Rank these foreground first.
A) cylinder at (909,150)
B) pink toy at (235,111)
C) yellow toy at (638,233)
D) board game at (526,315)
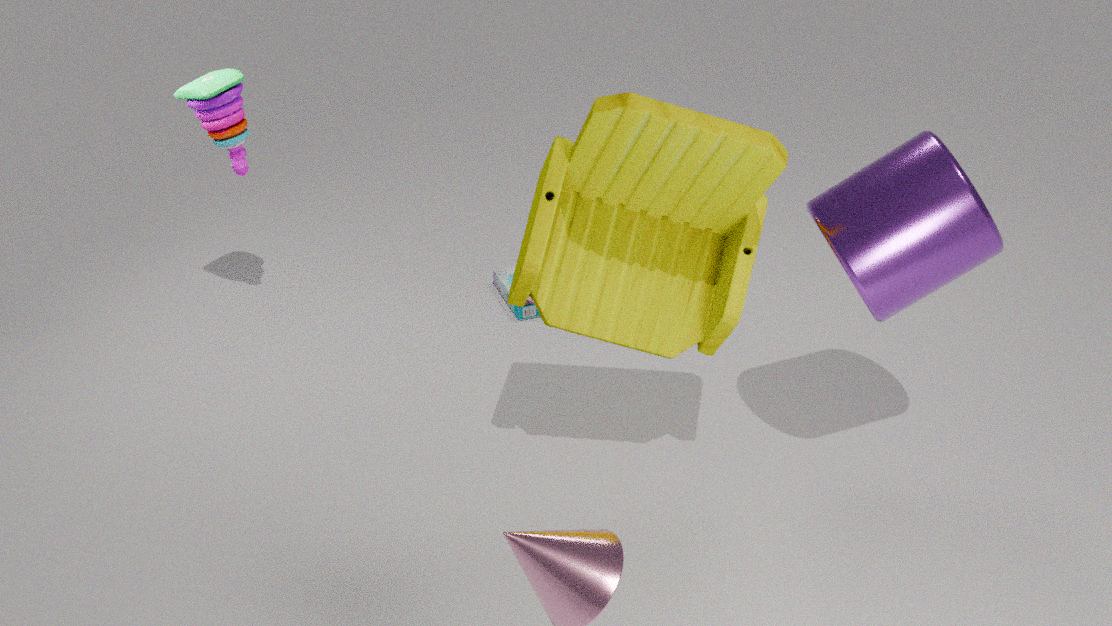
yellow toy at (638,233) < cylinder at (909,150) < pink toy at (235,111) < board game at (526,315)
